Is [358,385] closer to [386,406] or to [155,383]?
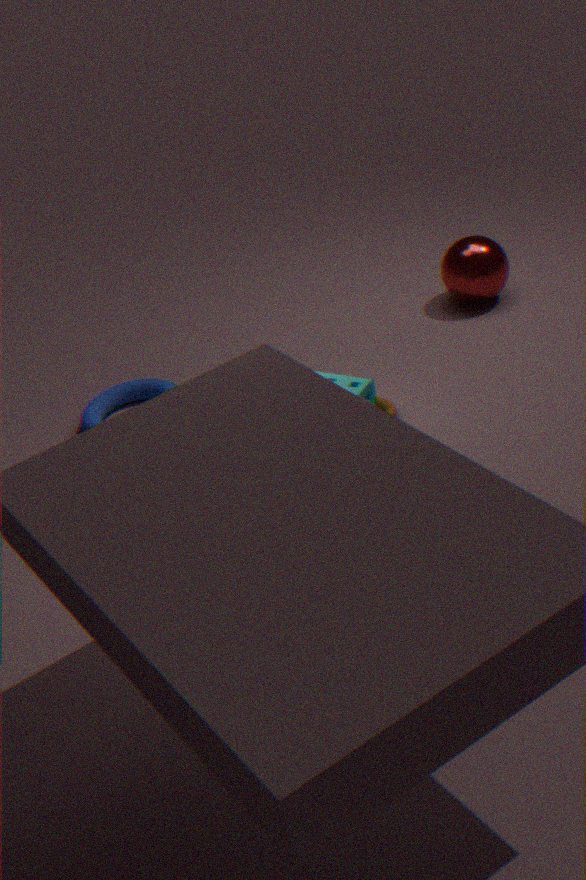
[386,406]
